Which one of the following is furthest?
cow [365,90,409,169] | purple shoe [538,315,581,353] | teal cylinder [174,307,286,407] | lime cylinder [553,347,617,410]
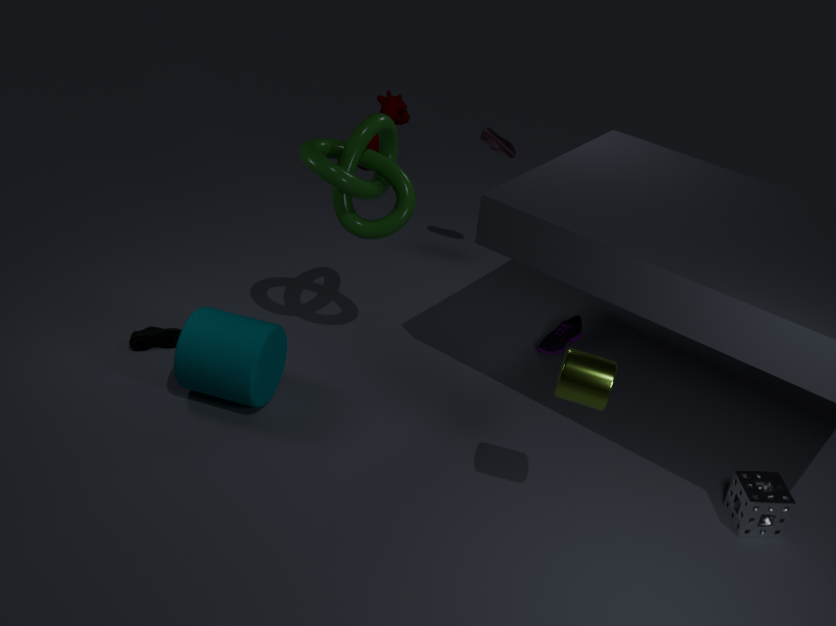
cow [365,90,409,169]
